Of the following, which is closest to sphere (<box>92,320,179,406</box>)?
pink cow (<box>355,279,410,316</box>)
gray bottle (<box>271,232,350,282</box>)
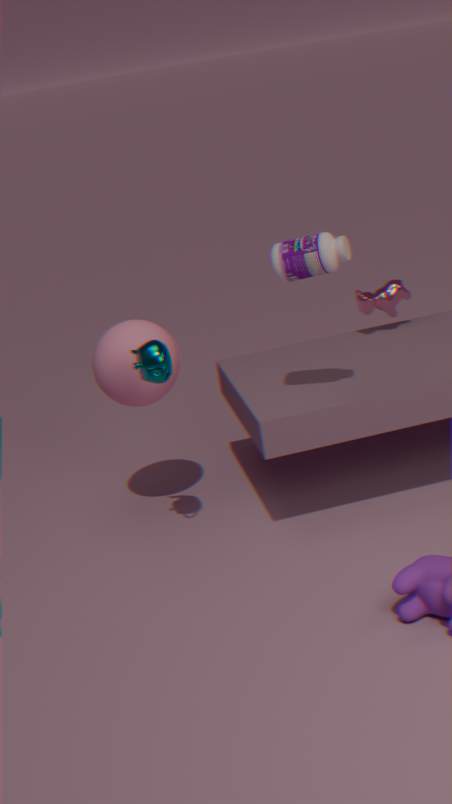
gray bottle (<box>271,232,350,282</box>)
